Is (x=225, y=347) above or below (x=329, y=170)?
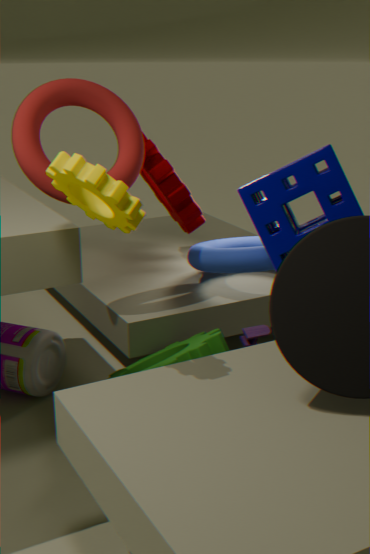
below
